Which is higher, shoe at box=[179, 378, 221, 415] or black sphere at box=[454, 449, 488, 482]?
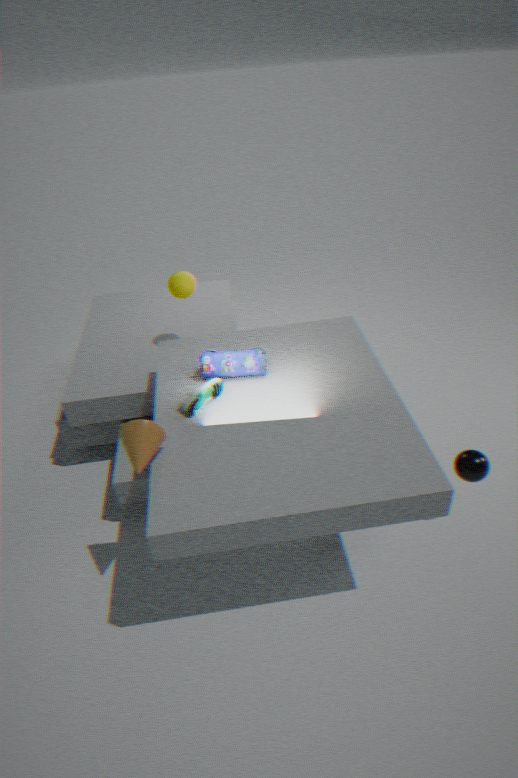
shoe at box=[179, 378, 221, 415]
